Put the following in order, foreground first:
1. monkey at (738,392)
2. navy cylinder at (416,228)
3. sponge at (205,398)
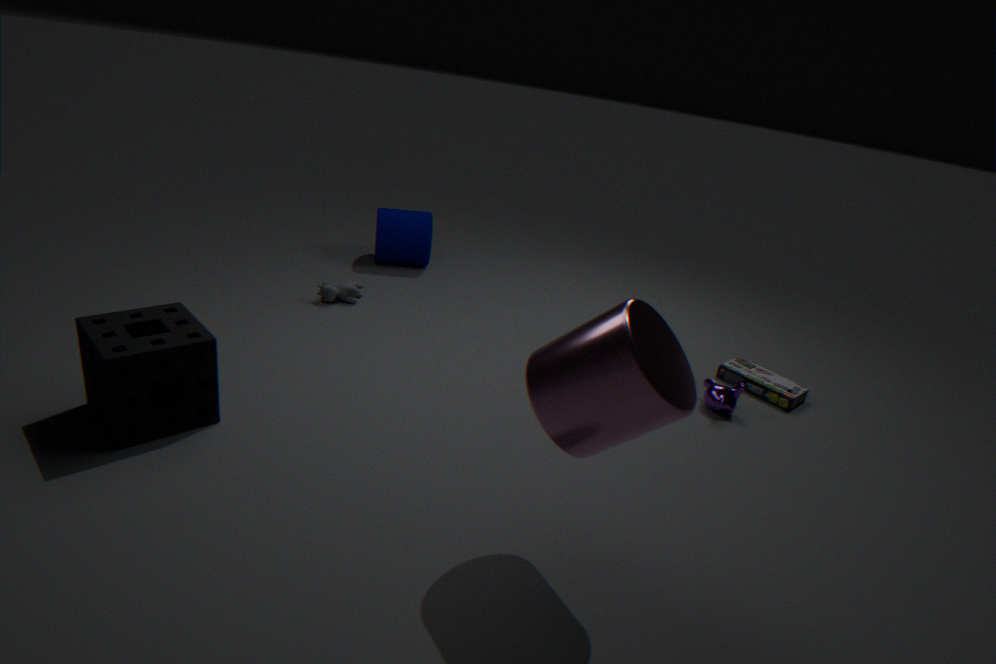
sponge at (205,398)
monkey at (738,392)
navy cylinder at (416,228)
